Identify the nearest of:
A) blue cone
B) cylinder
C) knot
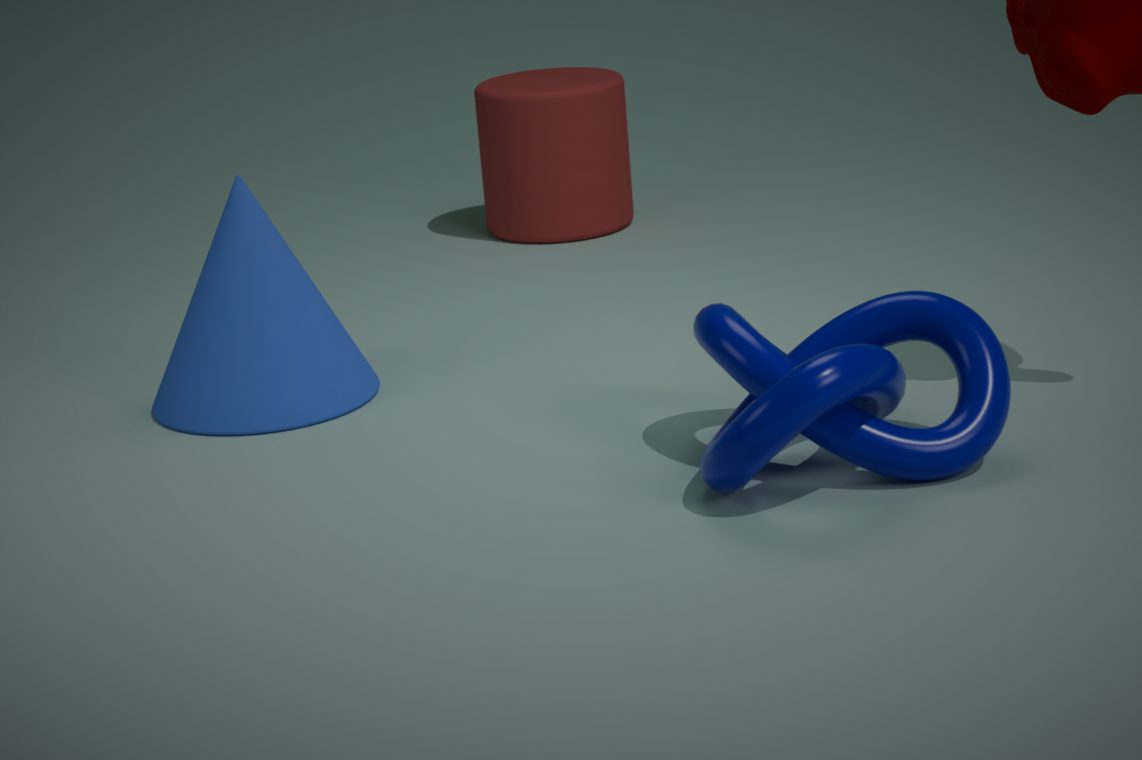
knot
